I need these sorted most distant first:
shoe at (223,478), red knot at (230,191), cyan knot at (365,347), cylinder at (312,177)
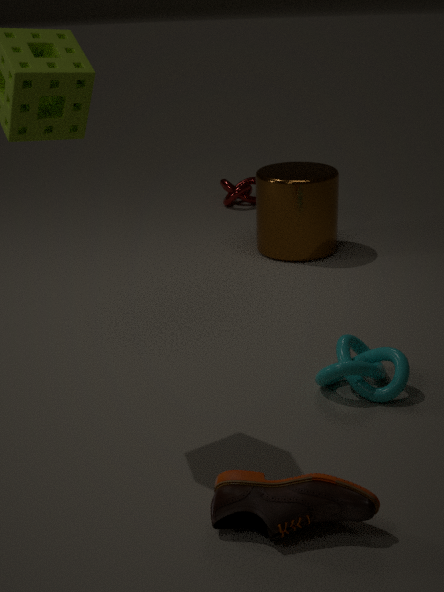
1. red knot at (230,191)
2. cylinder at (312,177)
3. cyan knot at (365,347)
4. shoe at (223,478)
